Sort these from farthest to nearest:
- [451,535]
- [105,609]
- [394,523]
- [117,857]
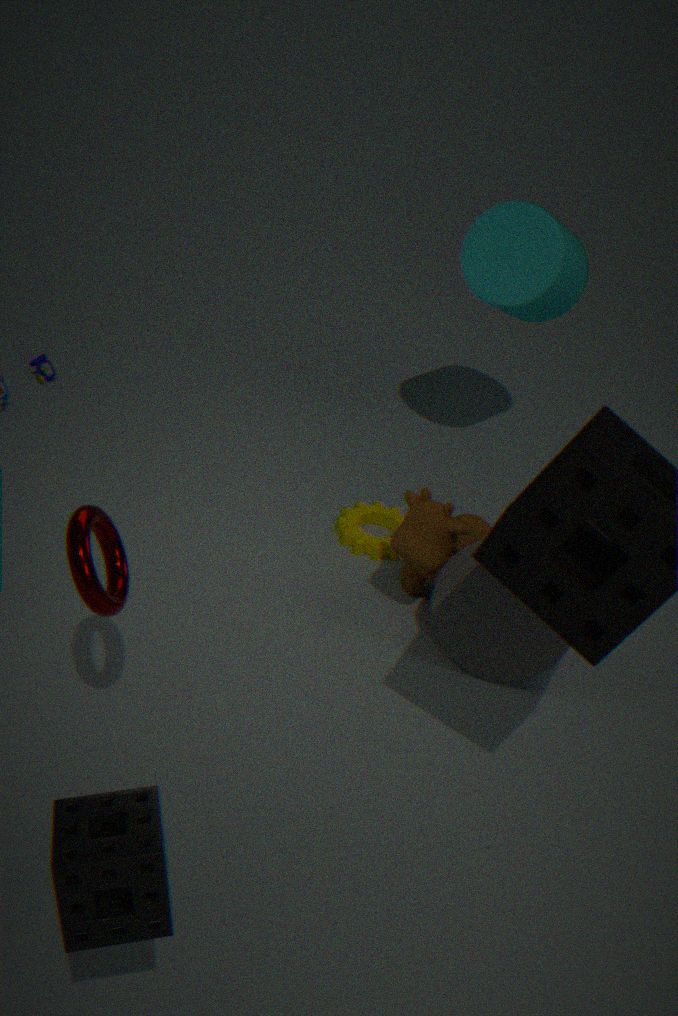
[394,523] → [451,535] → [105,609] → [117,857]
